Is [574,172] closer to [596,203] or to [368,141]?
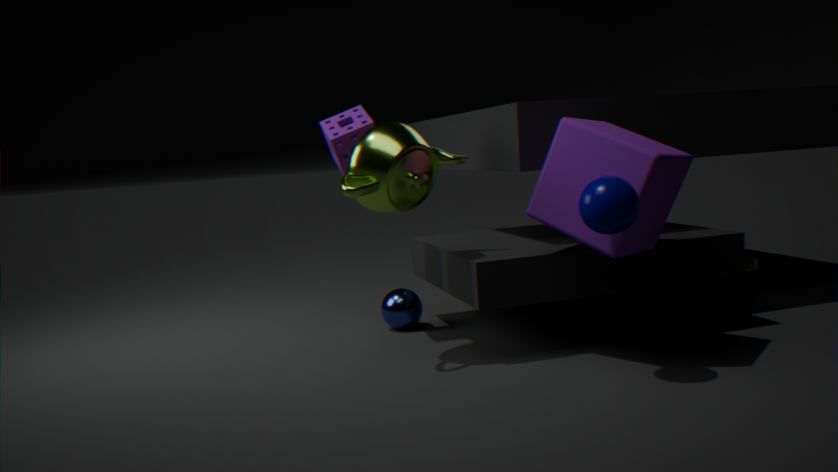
[596,203]
